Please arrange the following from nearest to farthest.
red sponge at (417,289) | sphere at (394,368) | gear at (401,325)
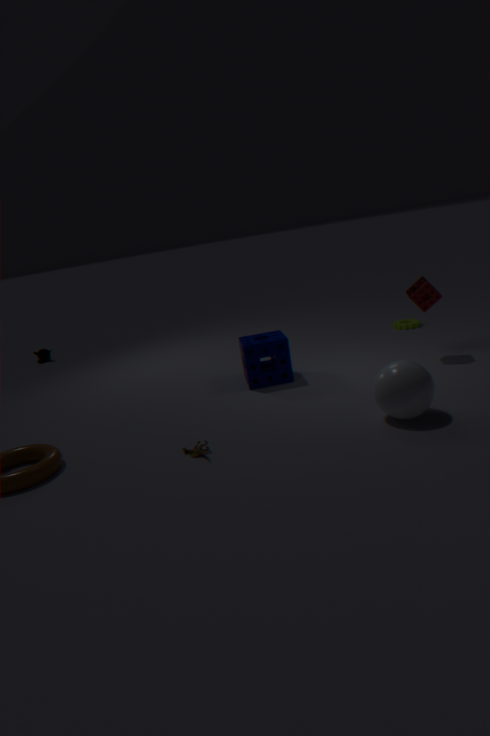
1. sphere at (394,368)
2. red sponge at (417,289)
3. gear at (401,325)
